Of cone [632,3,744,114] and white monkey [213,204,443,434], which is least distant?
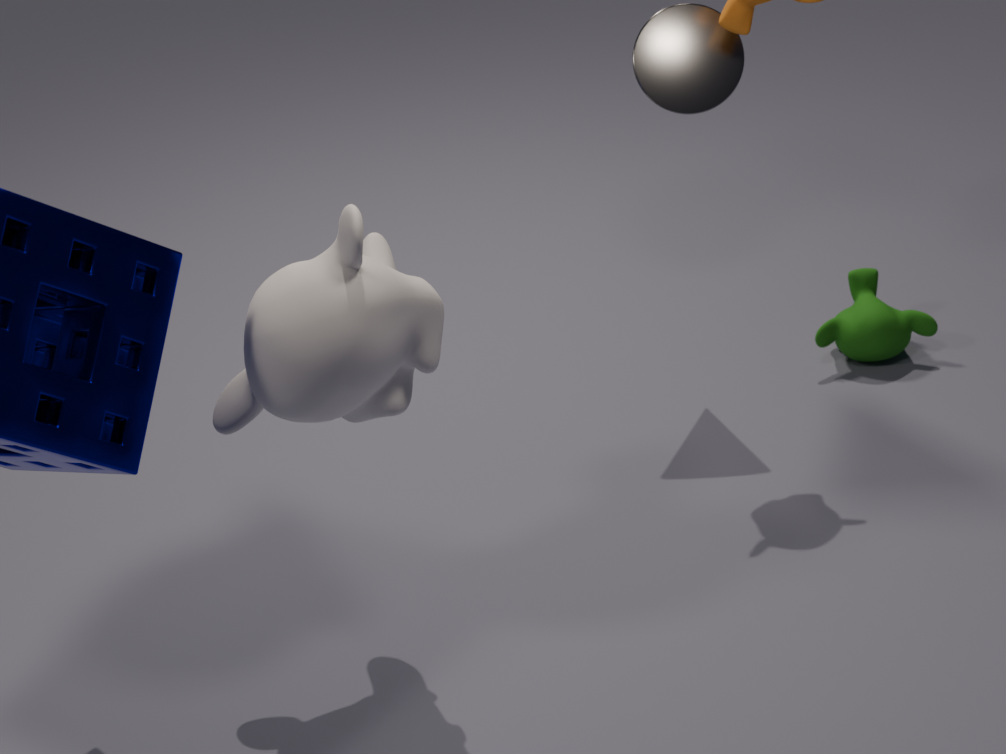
A: white monkey [213,204,443,434]
